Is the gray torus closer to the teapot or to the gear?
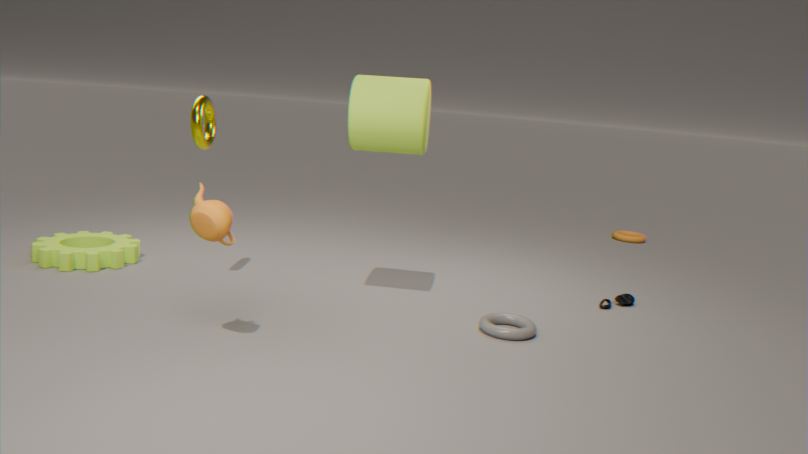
the teapot
